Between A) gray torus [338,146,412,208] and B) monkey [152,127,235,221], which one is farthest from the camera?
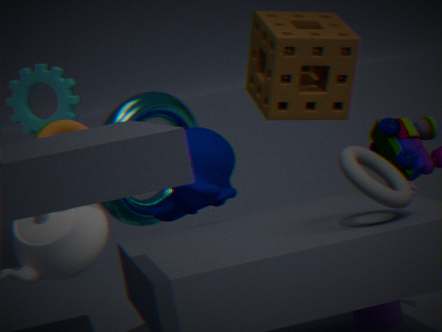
B. monkey [152,127,235,221]
